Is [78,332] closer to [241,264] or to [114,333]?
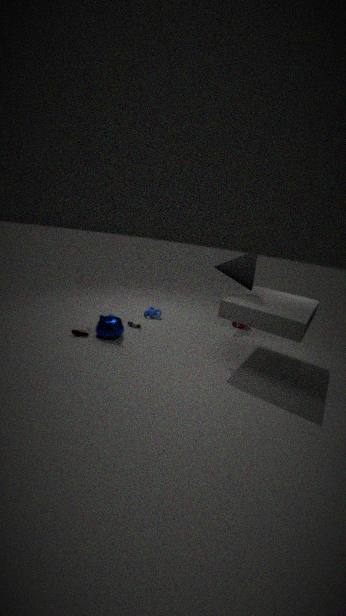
[114,333]
